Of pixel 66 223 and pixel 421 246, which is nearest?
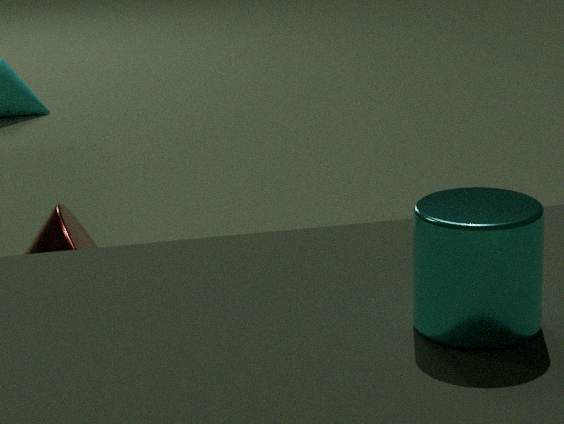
pixel 421 246
